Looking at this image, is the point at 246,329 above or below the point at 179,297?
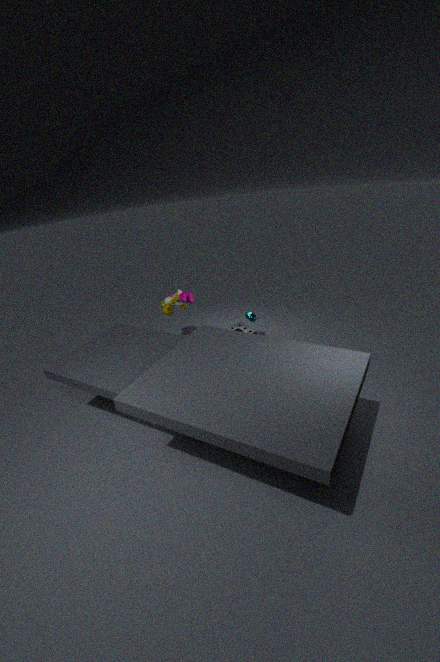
below
